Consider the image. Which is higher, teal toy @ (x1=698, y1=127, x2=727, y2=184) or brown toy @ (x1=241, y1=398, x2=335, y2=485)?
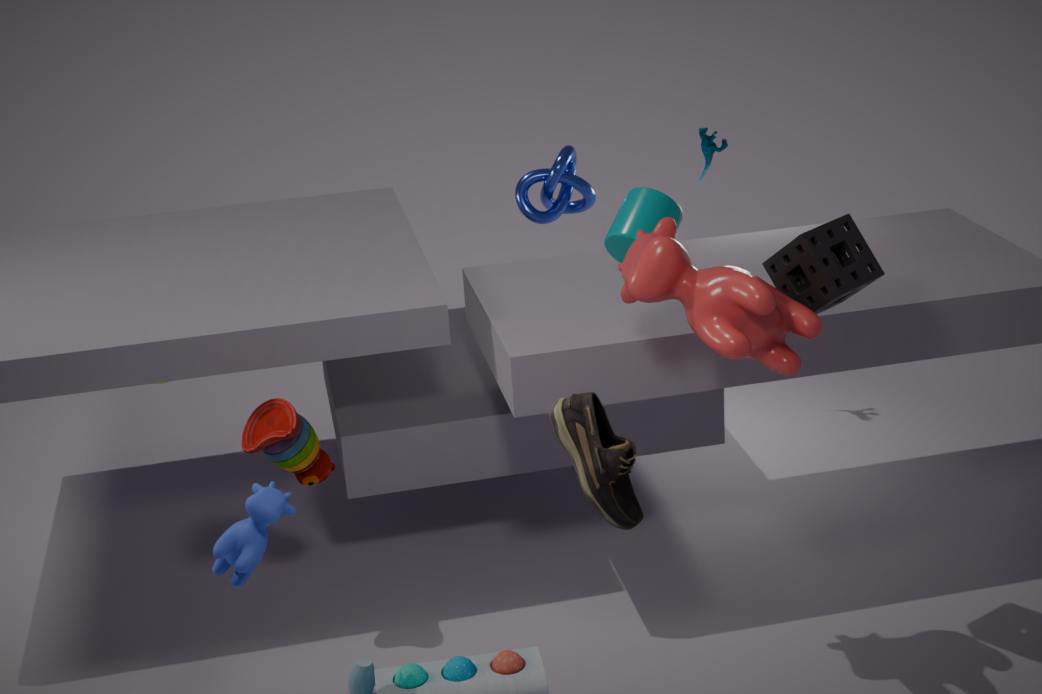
teal toy @ (x1=698, y1=127, x2=727, y2=184)
